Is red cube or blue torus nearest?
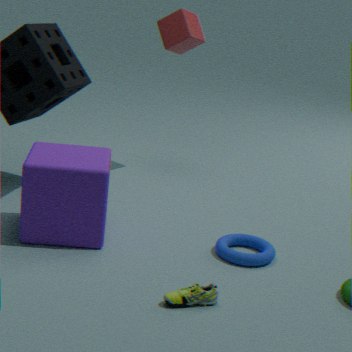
blue torus
